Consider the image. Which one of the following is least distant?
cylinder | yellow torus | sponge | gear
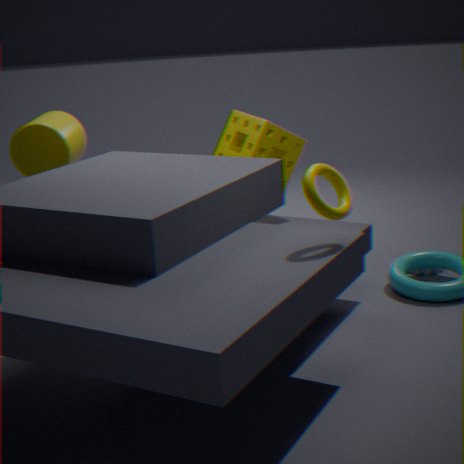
yellow torus
